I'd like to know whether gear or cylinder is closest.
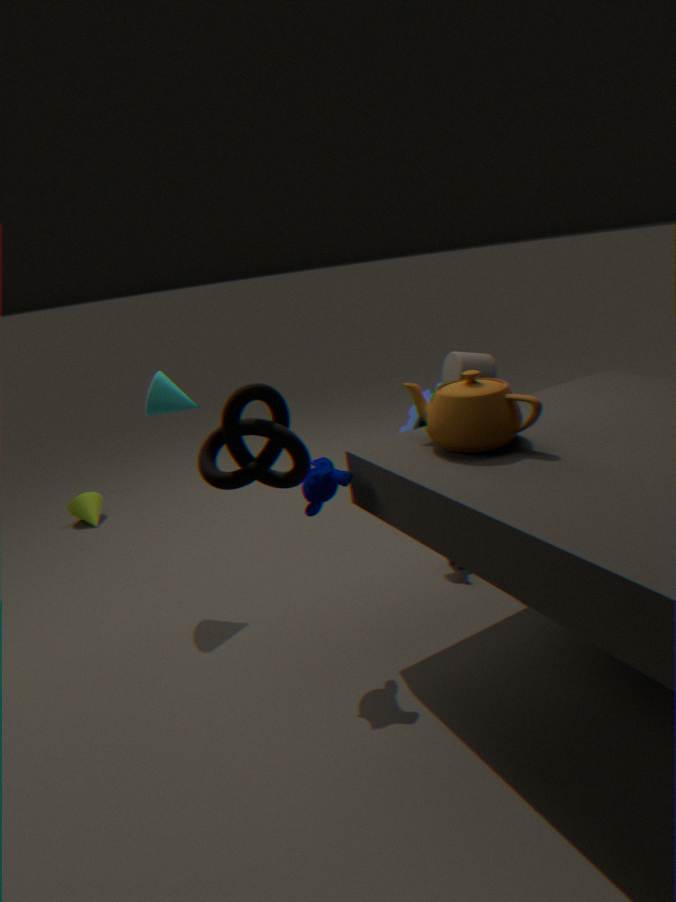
cylinder
